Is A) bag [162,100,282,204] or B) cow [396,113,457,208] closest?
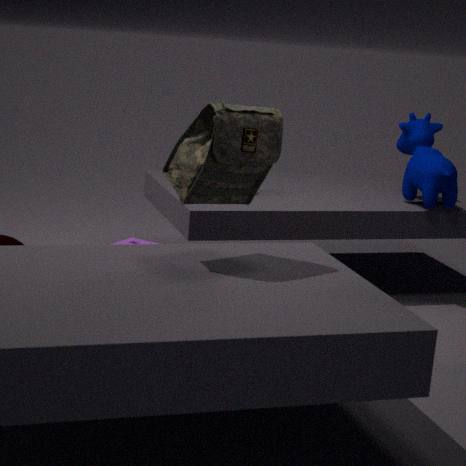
A. bag [162,100,282,204]
